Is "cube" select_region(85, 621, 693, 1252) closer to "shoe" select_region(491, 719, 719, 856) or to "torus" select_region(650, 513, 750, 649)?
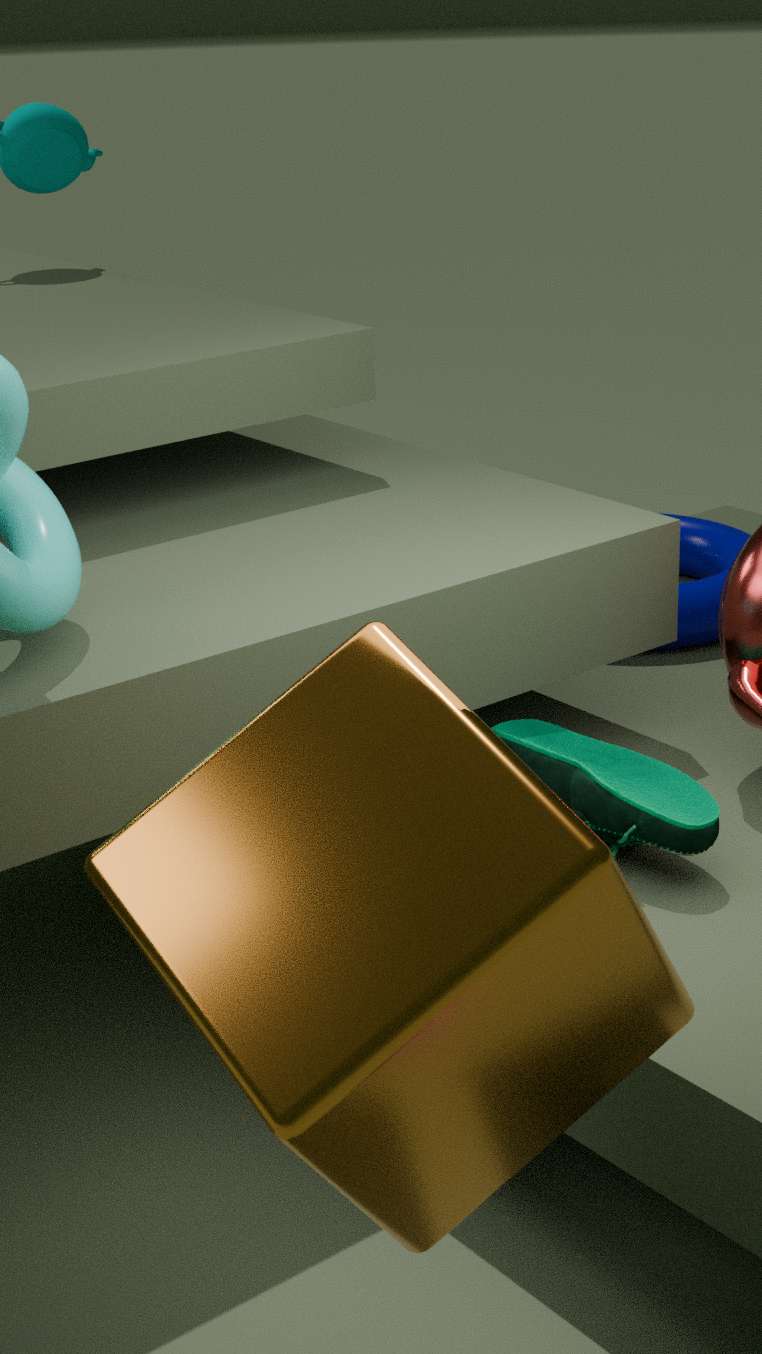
"shoe" select_region(491, 719, 719, 856)
